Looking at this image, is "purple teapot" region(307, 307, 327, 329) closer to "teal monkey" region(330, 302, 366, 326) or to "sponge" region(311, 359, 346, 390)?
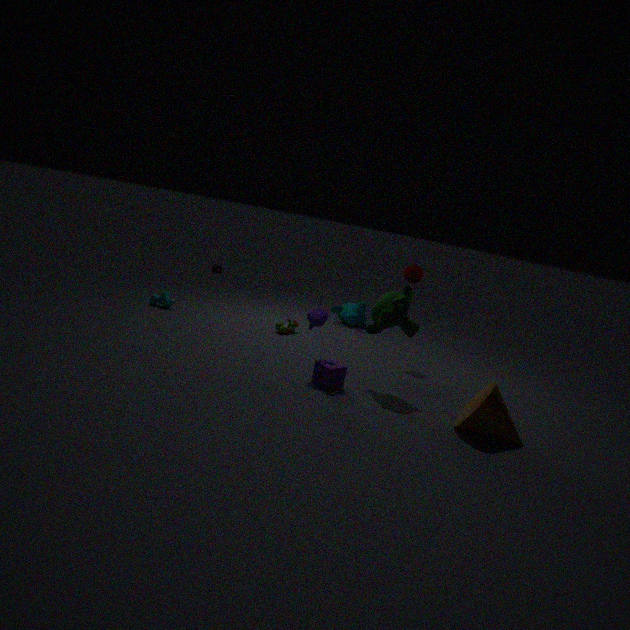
"sponge" region(311, 359, 346, 390)
